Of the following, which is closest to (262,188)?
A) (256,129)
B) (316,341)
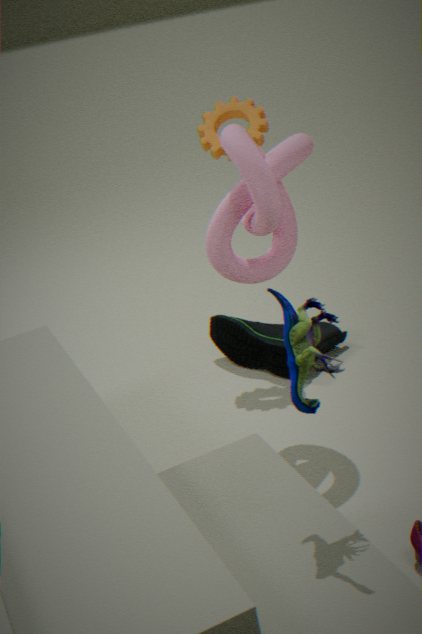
(256,129)
